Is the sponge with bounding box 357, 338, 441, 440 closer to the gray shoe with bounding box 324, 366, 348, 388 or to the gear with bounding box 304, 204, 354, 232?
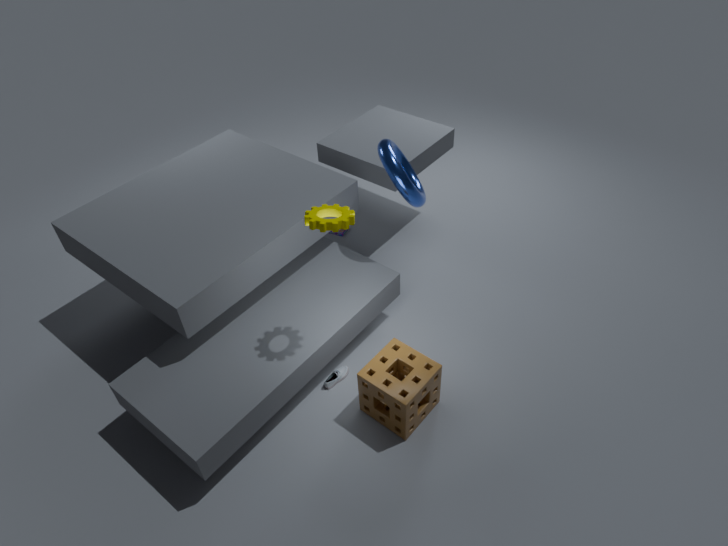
the gray shoe with bounding box 324, 366, 348, 388
